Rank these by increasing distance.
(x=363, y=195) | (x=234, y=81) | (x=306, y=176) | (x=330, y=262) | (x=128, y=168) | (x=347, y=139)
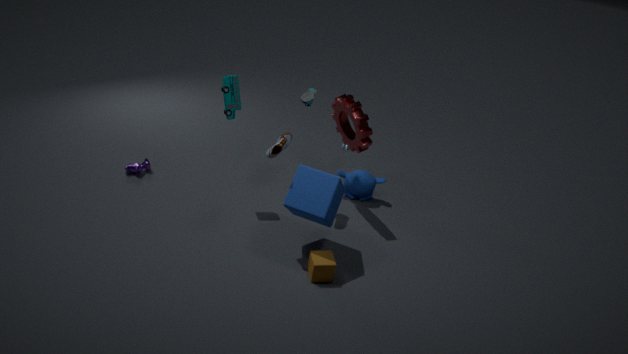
(x=330, y=262) → (x=306, y=176) → (x=234, y=81) → (x=347, y=139) → (x=128, y=168) → (x=363, y=195)
